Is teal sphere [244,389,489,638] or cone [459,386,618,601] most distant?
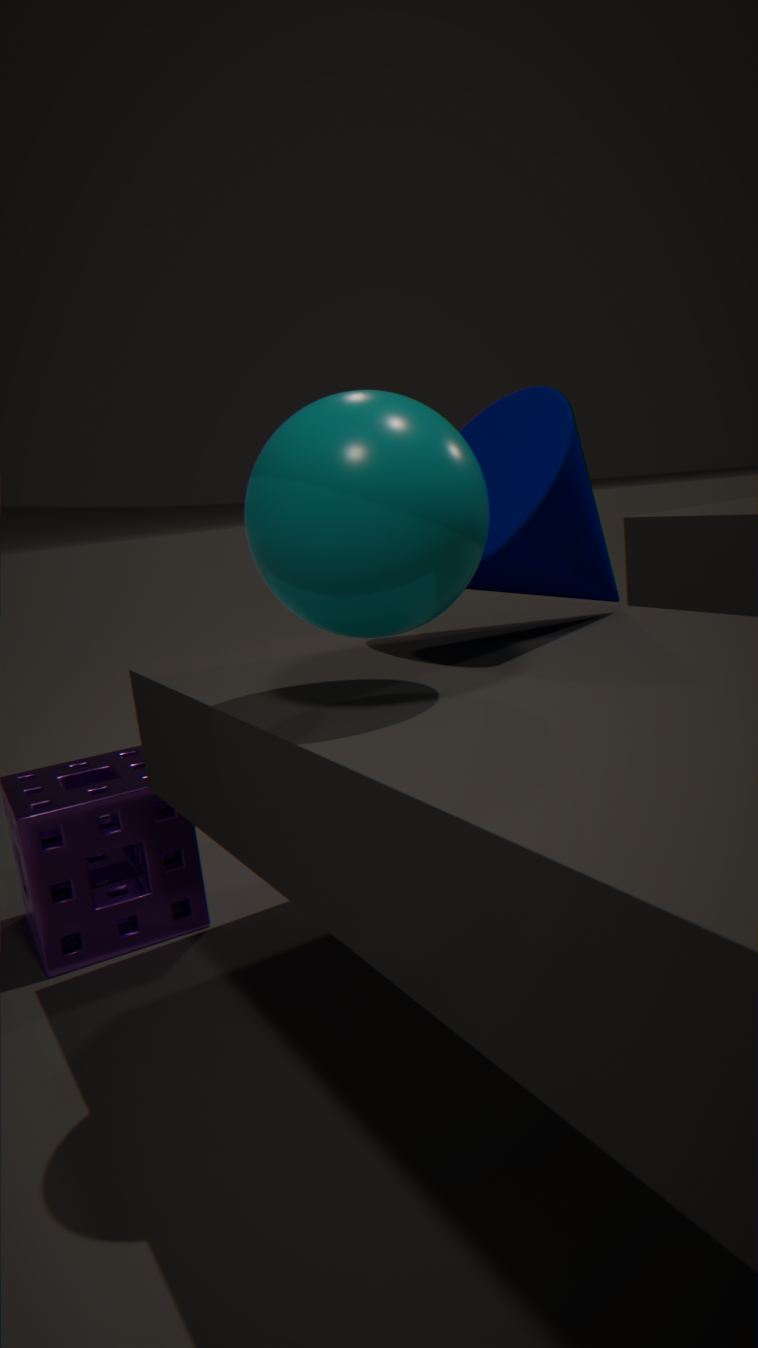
cone [459,386,618,601]
